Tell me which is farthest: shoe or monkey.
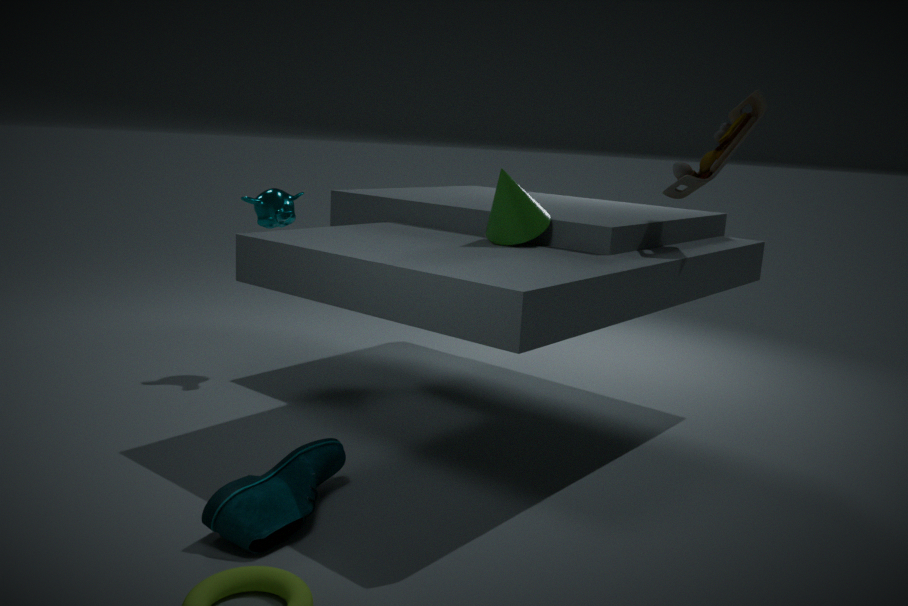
monkey
